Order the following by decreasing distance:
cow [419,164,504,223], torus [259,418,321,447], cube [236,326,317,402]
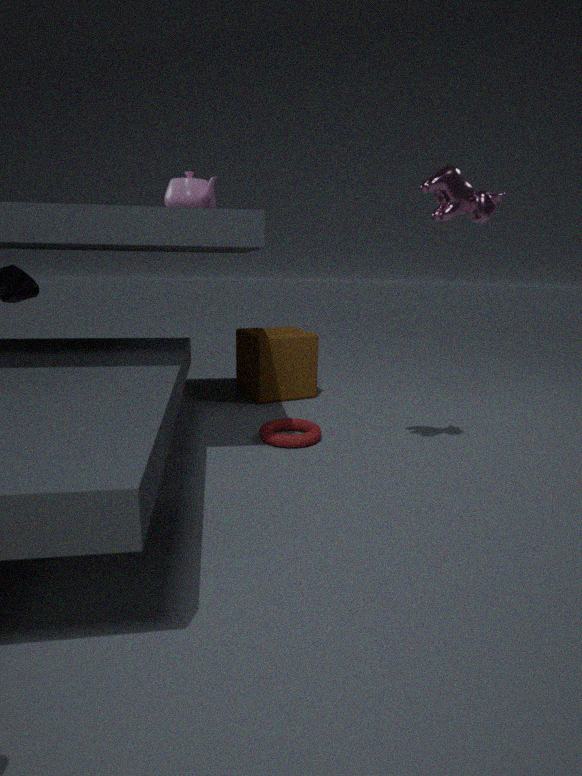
cube [236,326,317,402] < torus [259,418,321,447] < cow [419,164,504,223]
